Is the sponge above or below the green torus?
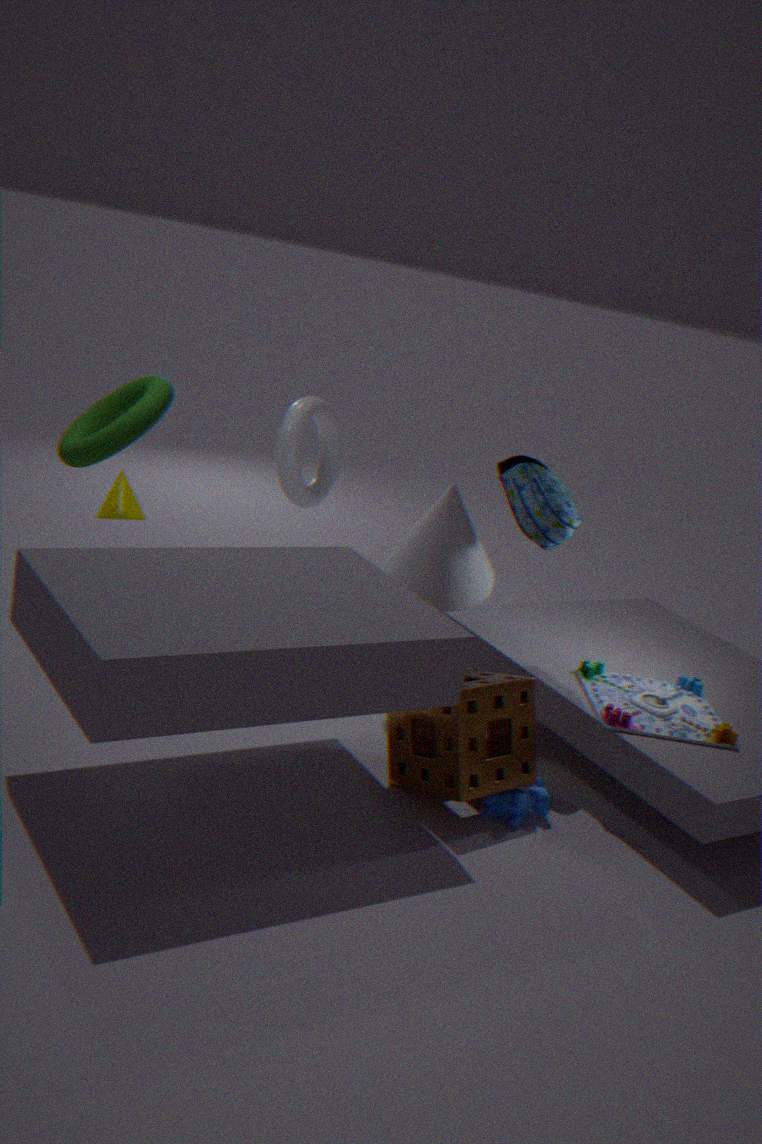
below
